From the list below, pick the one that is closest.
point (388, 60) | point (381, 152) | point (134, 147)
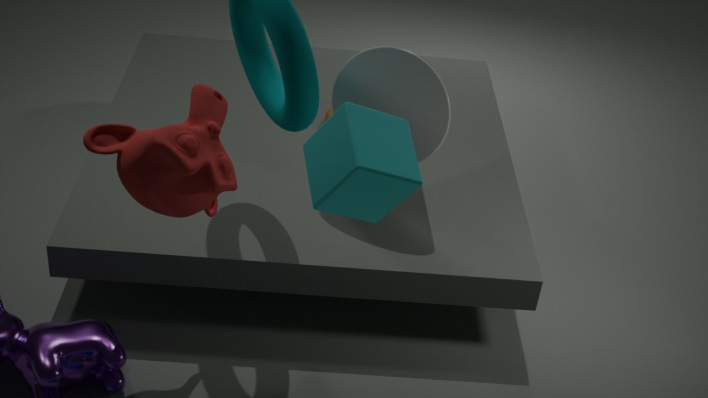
point (381, 152)
